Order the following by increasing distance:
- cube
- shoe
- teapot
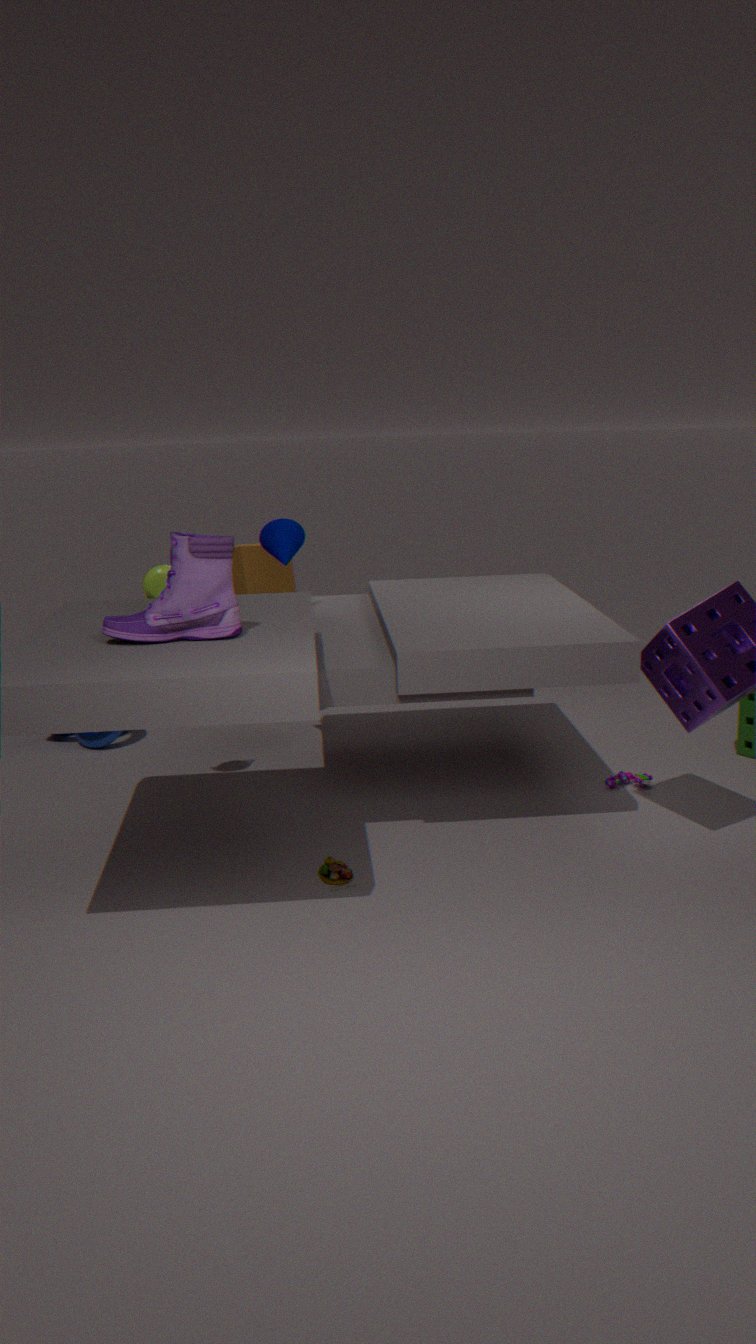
shoe
teapot
cube
